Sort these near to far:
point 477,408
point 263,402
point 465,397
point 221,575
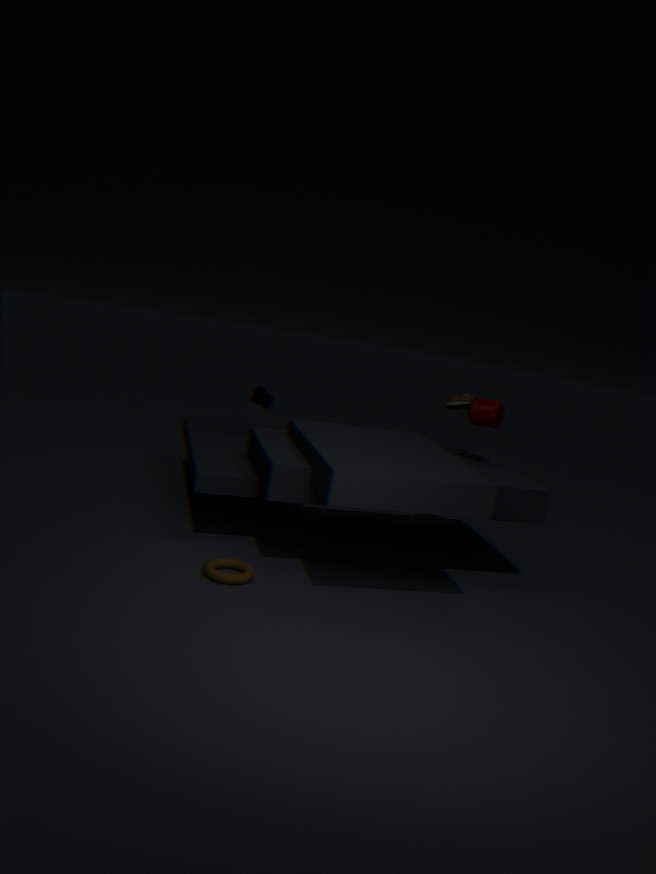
point 221,575 < point 477,408 < point 465,397 < point 263,402
